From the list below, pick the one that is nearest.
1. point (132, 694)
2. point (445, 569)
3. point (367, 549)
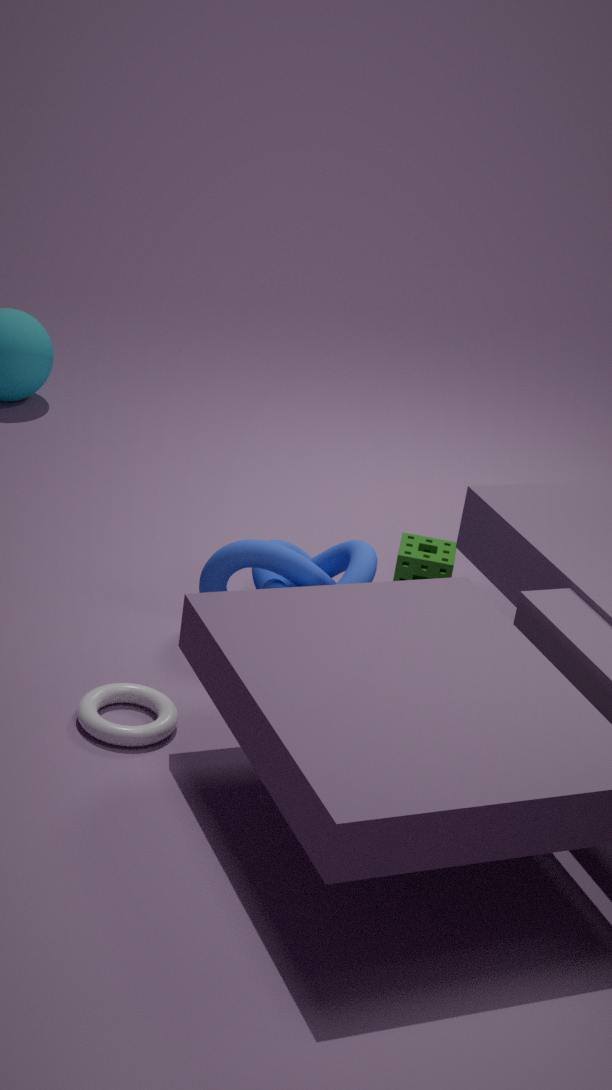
point (132, 694)
